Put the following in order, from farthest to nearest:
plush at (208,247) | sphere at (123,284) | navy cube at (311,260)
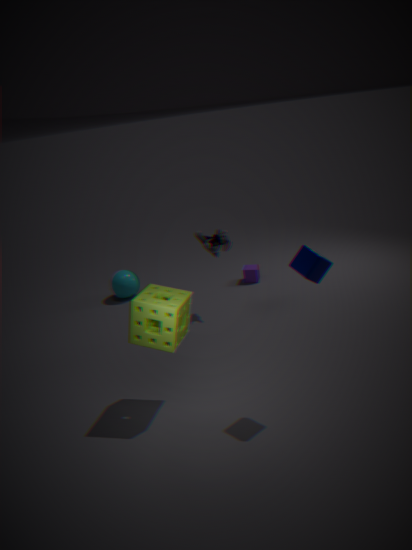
sphere at (123,284)
plush at (208,247)
navy cube at (311,260)
